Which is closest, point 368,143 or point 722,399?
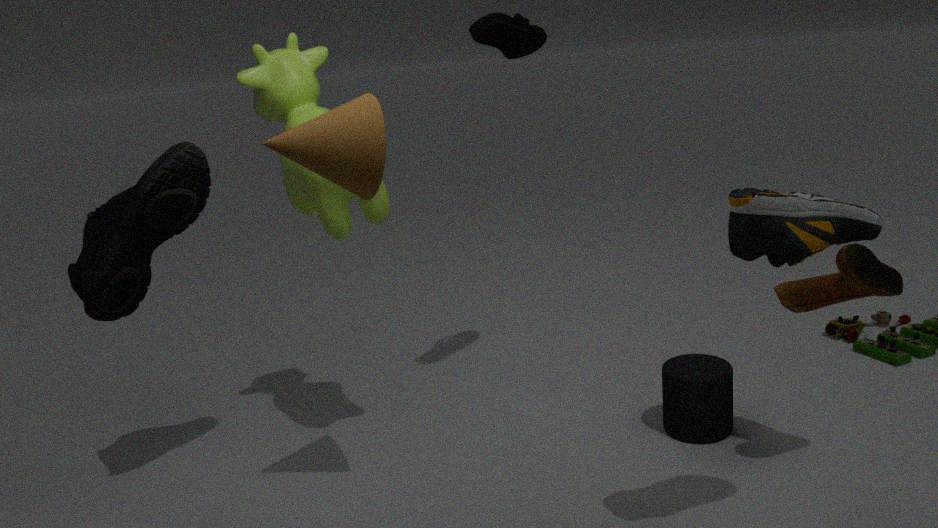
point 368,143
